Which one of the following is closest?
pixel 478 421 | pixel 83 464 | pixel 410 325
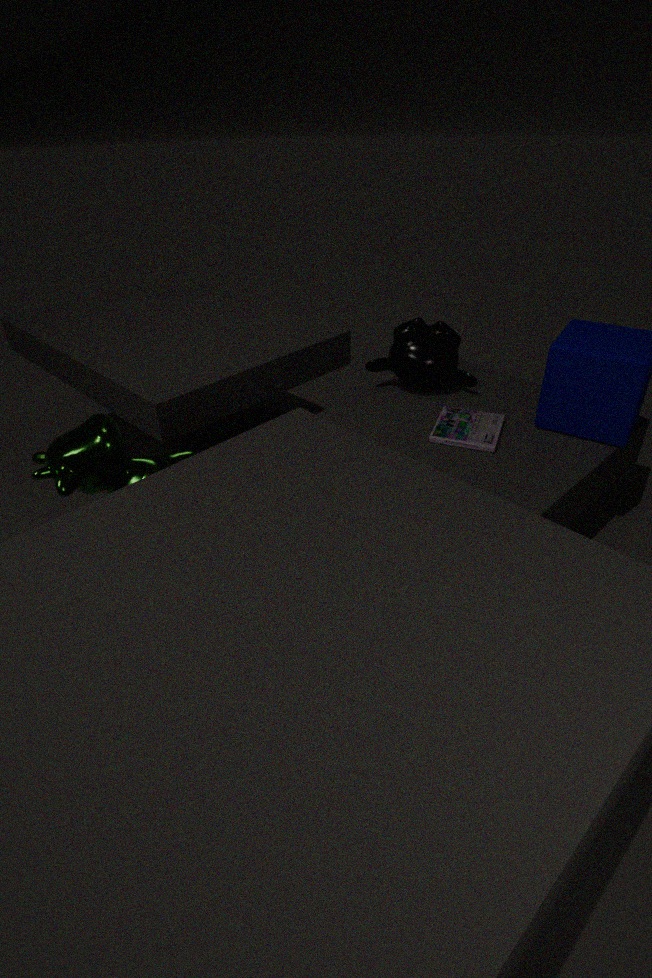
pixel 83 464
